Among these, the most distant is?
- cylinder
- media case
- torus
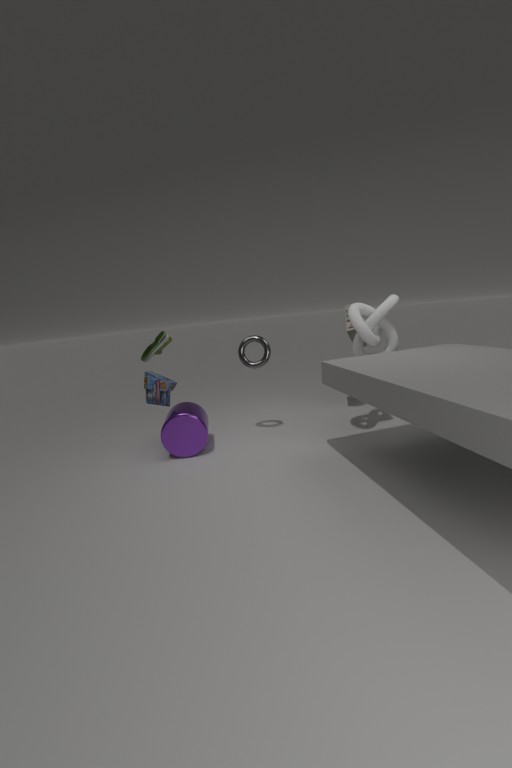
media case
